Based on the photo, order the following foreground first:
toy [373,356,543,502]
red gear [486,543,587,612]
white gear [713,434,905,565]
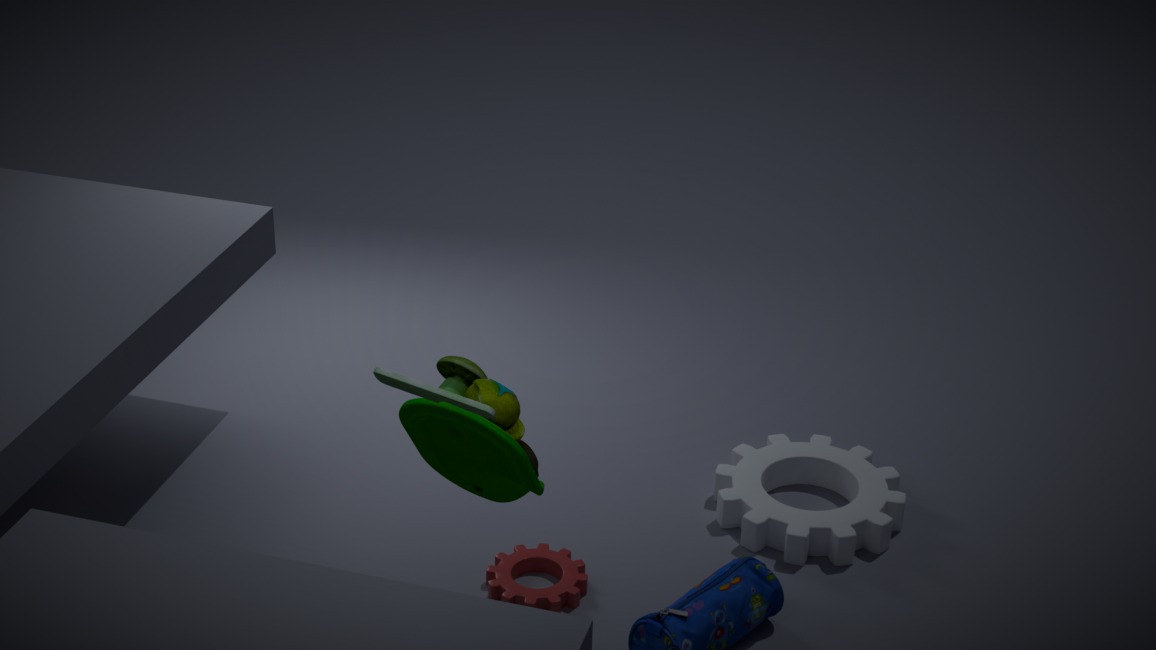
toy [373,356,543,502] → red gear [486,543,587,612] → white gear [713,434,905,565]
